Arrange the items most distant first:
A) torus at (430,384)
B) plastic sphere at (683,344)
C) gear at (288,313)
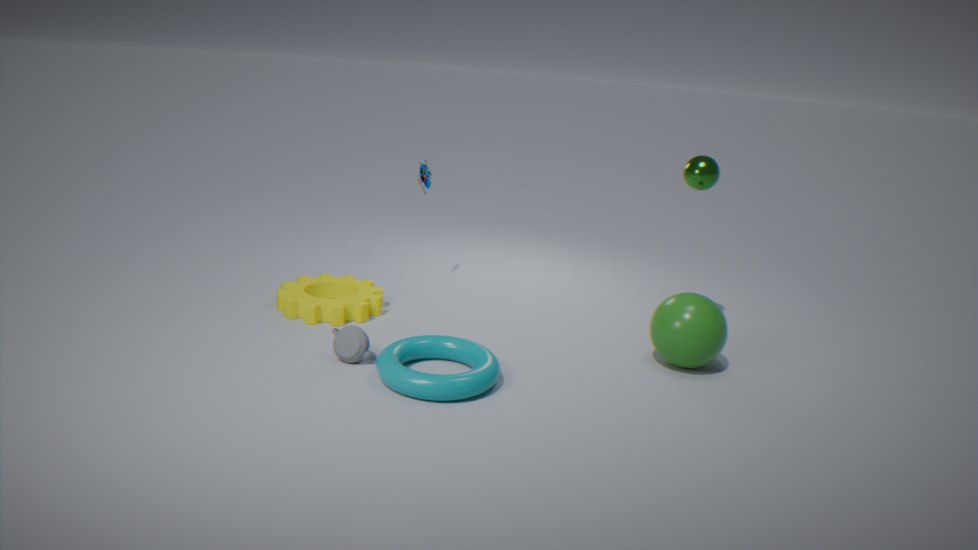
gear at (288,313) < plastic sphere at (683,344) < torus at (430,384)
